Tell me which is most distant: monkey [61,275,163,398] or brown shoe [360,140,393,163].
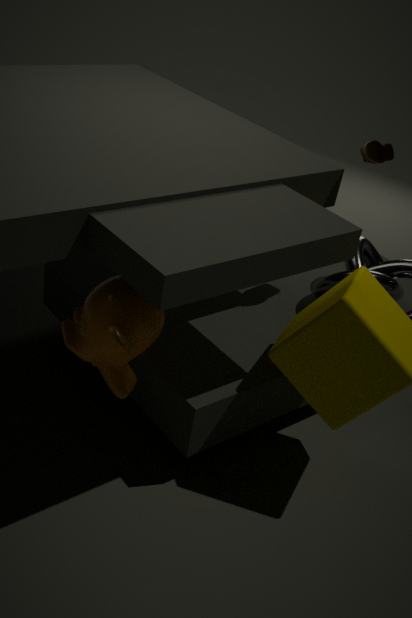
brown shoe [360,140,393,163]
